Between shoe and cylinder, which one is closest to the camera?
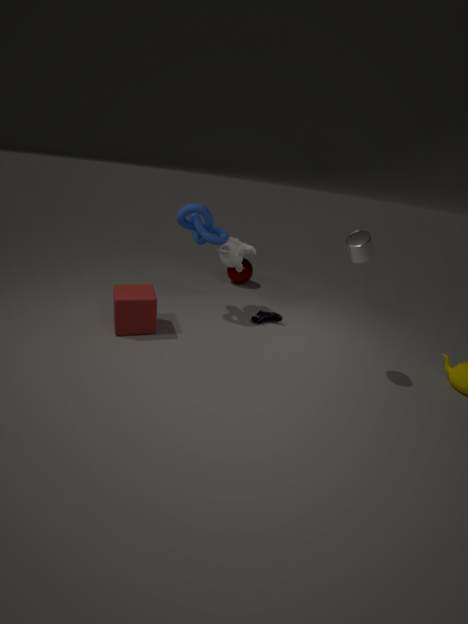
cylinder
